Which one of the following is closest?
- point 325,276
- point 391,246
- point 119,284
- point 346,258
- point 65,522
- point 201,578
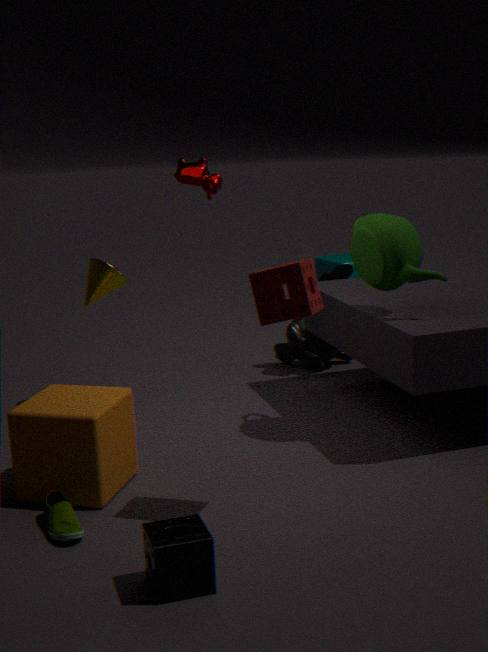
point 201,578
